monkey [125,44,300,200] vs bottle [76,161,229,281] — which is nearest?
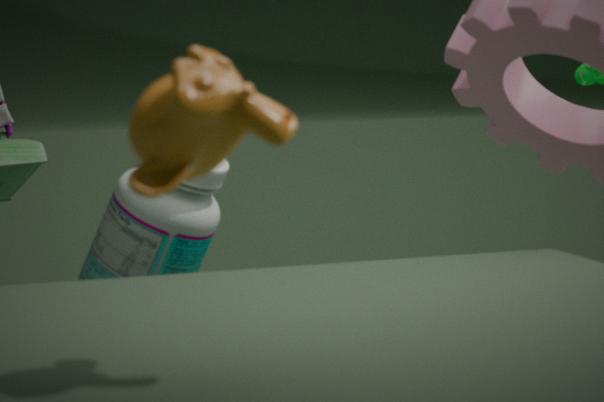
monkey [125,44,300,200]
